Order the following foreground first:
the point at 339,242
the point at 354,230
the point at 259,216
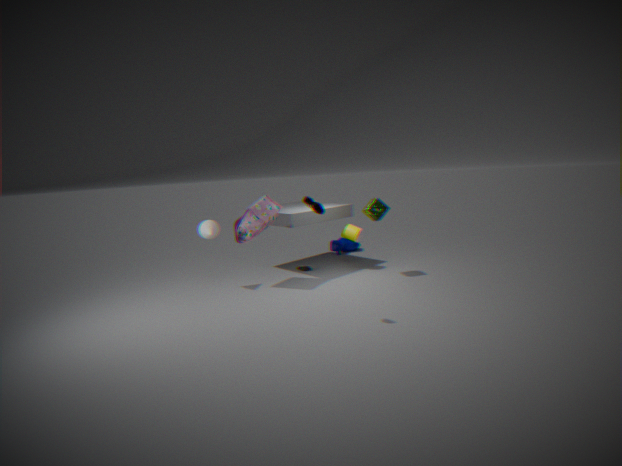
the point at 259,216 < the point at 354,230 < the point at 339,242
